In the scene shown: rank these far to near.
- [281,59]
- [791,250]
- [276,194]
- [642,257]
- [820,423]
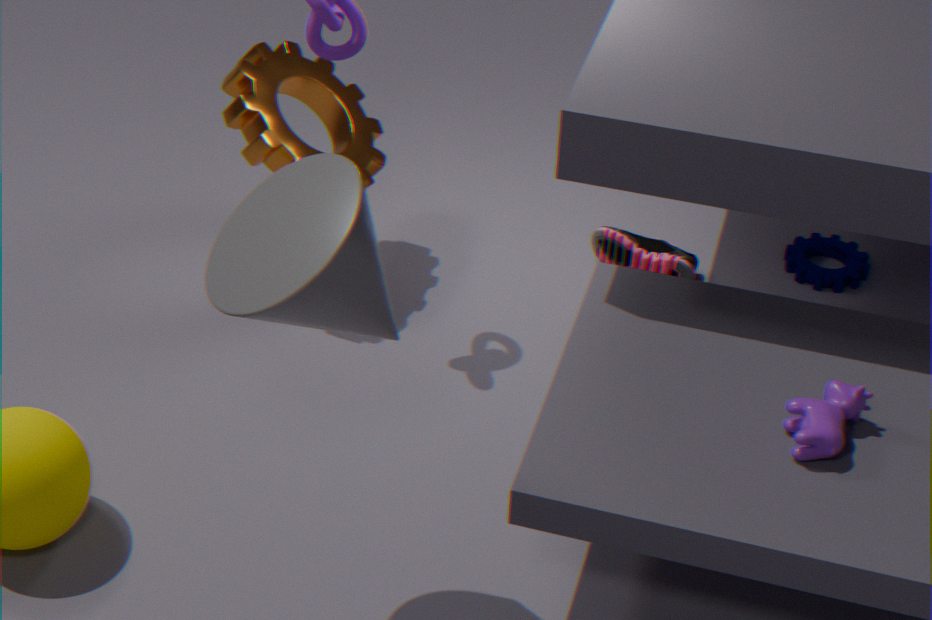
[791,250] < [642,257] < [281,59] < [820,423] < [276,194]
